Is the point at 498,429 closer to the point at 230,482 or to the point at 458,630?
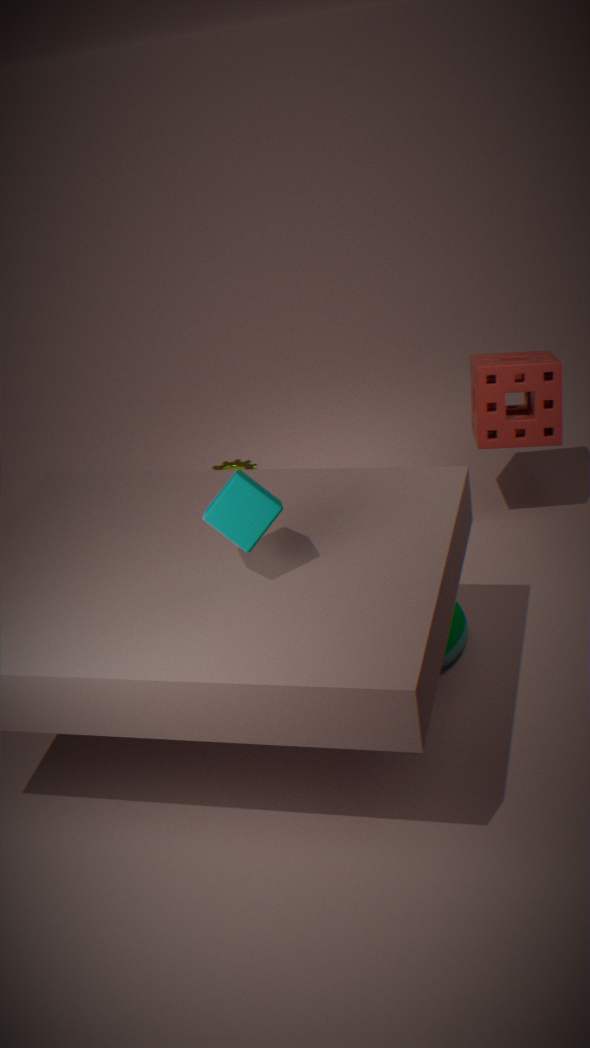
the point at 458,630
